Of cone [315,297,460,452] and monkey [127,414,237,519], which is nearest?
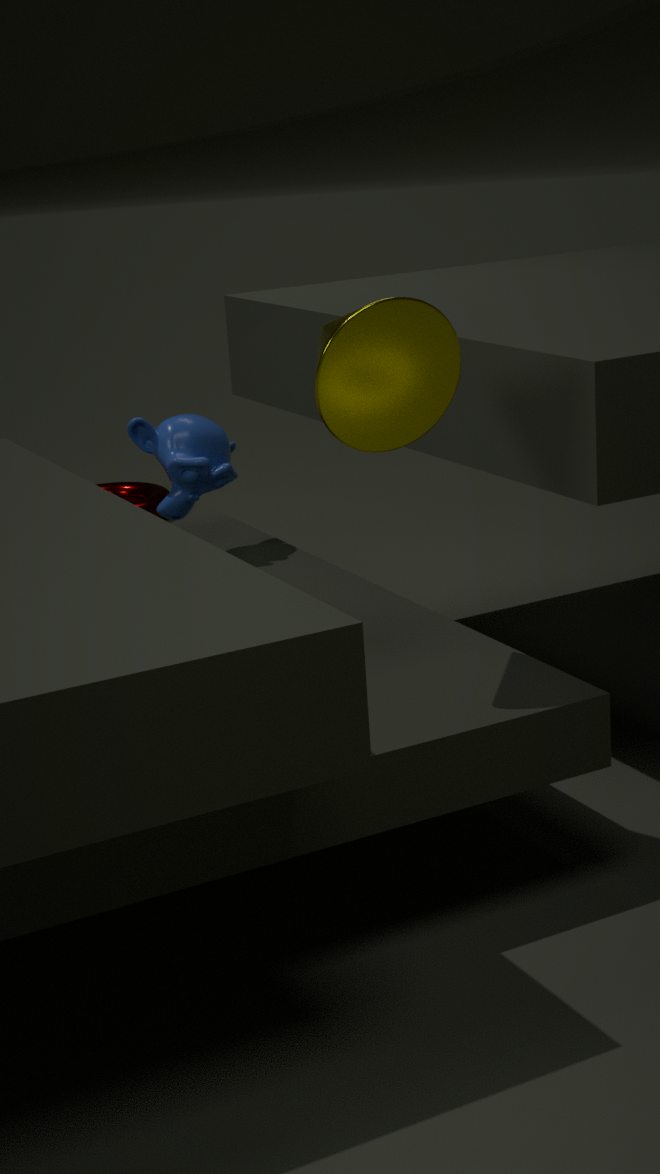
cone [315,297,460,452]
